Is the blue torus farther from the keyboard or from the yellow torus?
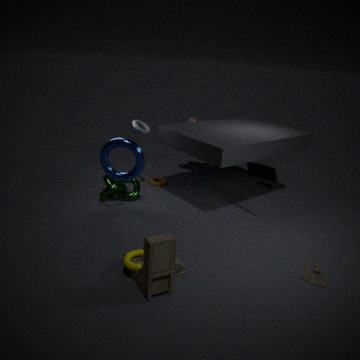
the yellow torus
